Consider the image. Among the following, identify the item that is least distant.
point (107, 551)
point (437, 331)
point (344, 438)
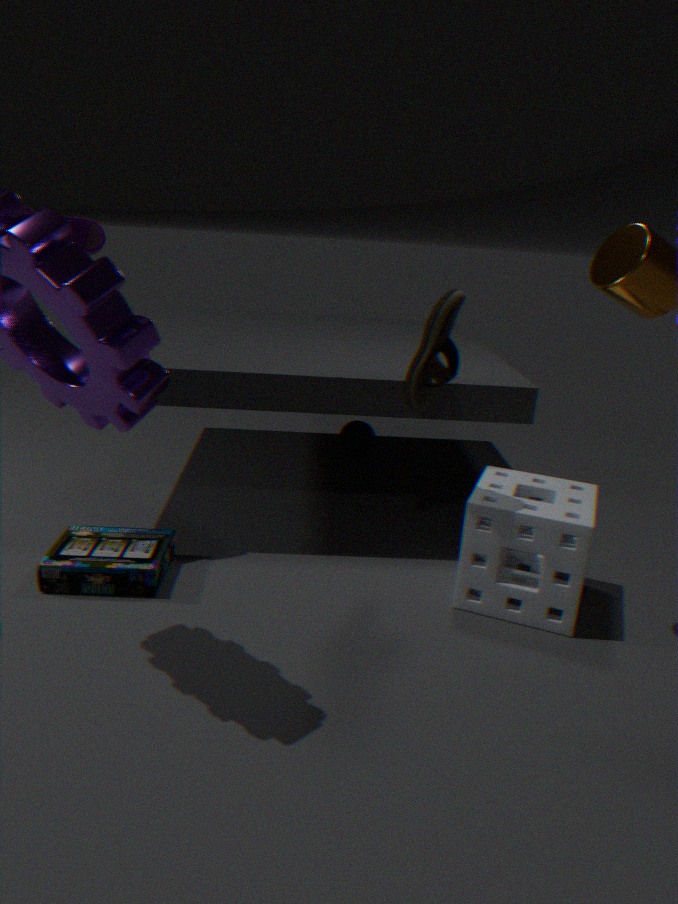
point (437, 331)
